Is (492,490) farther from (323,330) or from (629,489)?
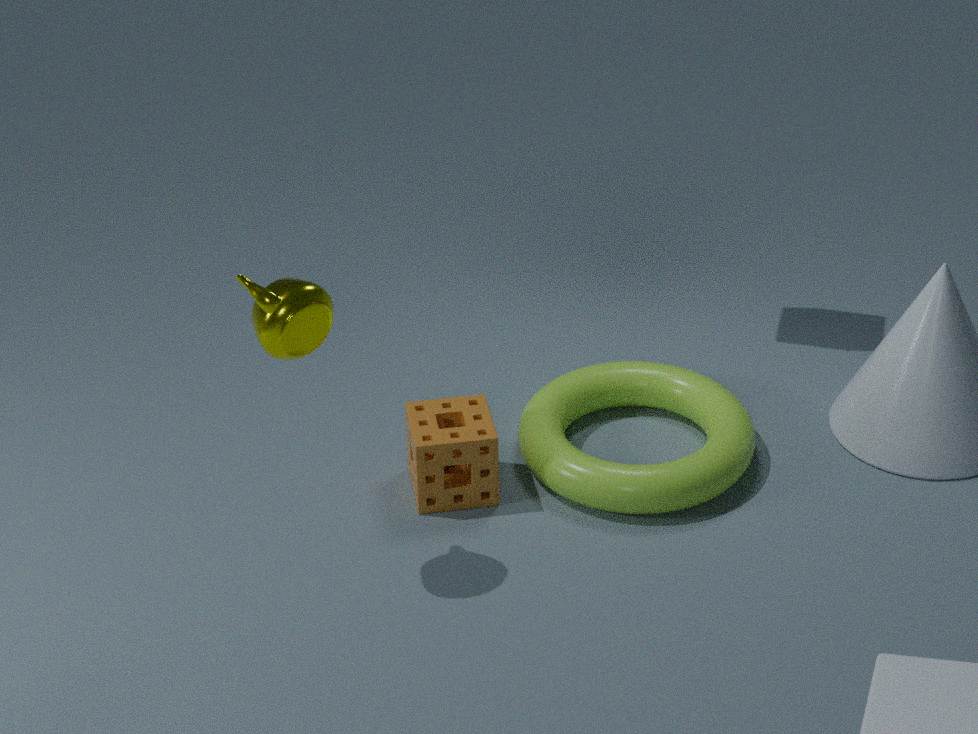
(323,330)
